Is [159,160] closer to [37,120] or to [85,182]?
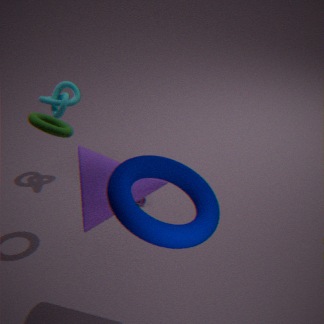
[85,182]
